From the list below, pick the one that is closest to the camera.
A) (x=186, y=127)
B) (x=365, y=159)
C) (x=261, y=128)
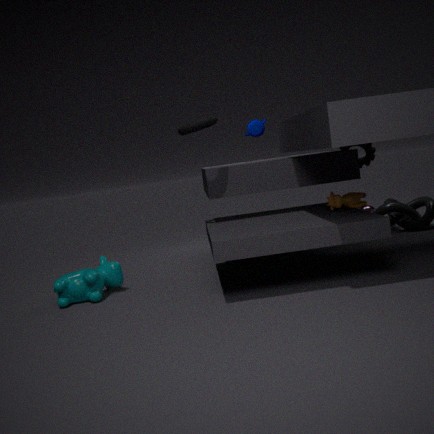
(x=186, y=127)
